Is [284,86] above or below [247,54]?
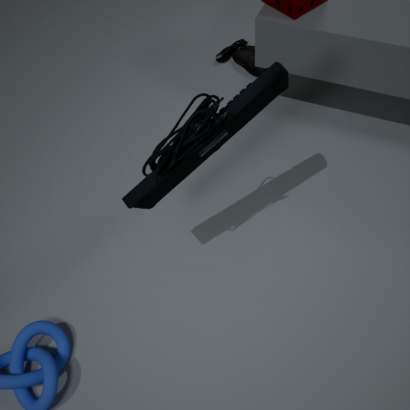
above
